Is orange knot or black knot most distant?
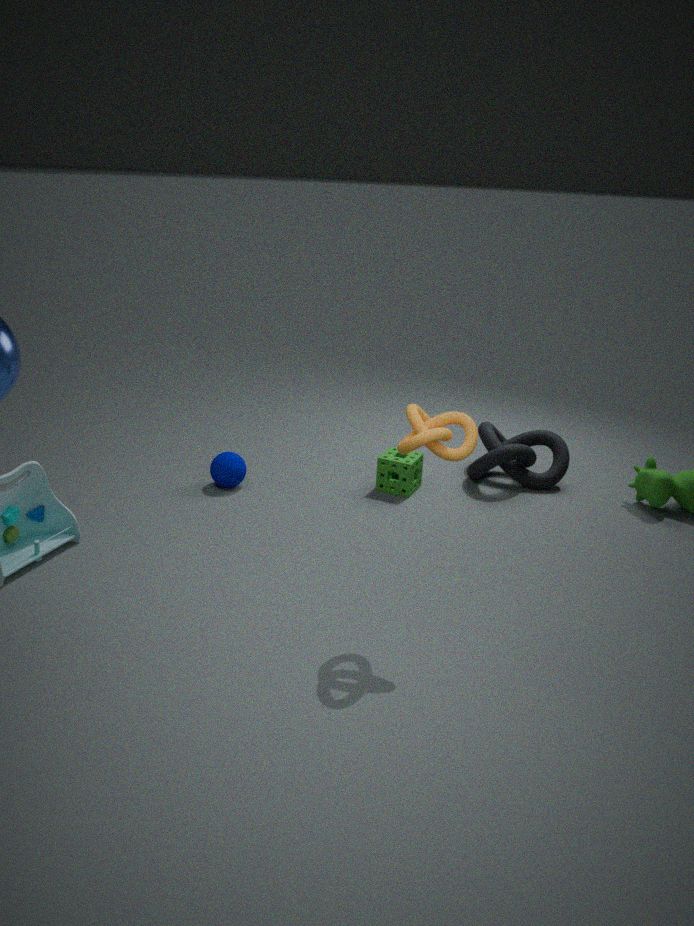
black knot
